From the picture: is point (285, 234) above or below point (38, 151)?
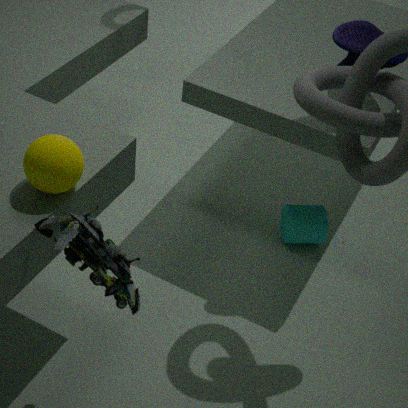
below
